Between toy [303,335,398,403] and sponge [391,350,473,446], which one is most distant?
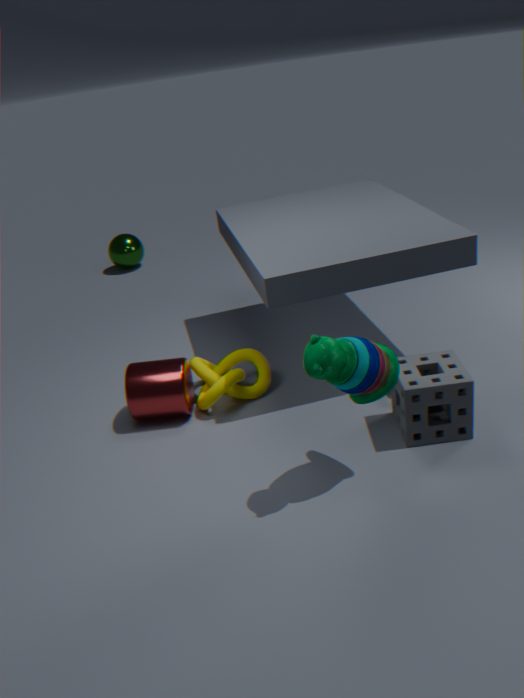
sponge [391,350,473,446]
